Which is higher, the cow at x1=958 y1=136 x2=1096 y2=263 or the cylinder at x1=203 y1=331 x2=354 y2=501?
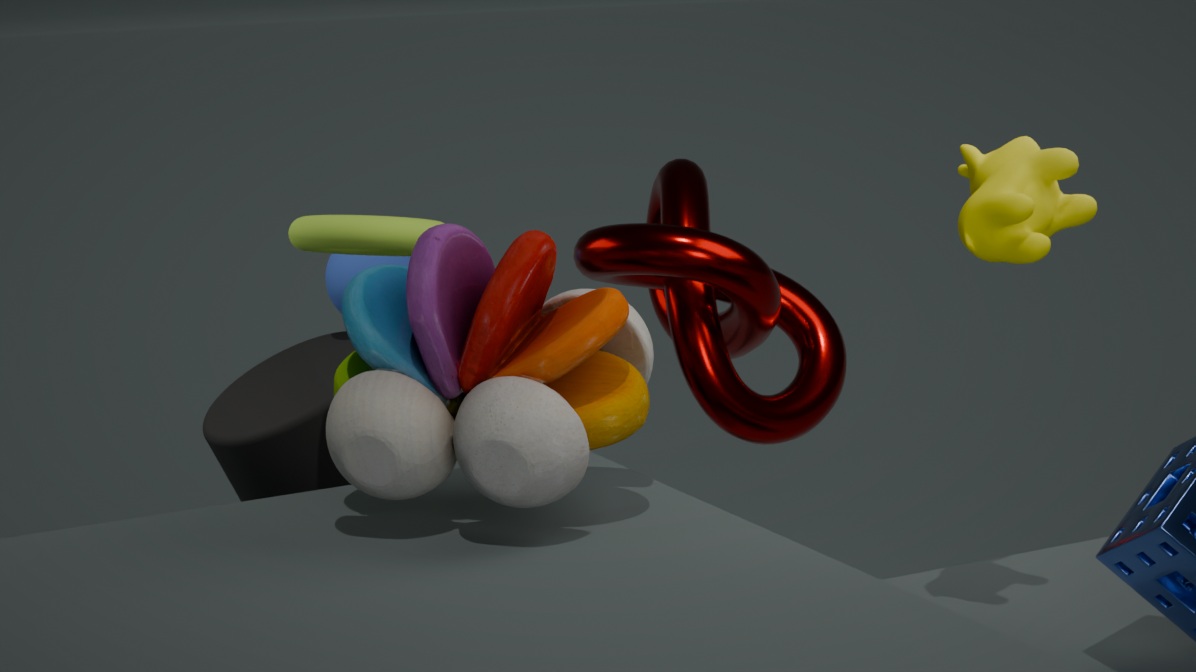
the cow at x1=958 y1=136 x2=1096 y2=263
